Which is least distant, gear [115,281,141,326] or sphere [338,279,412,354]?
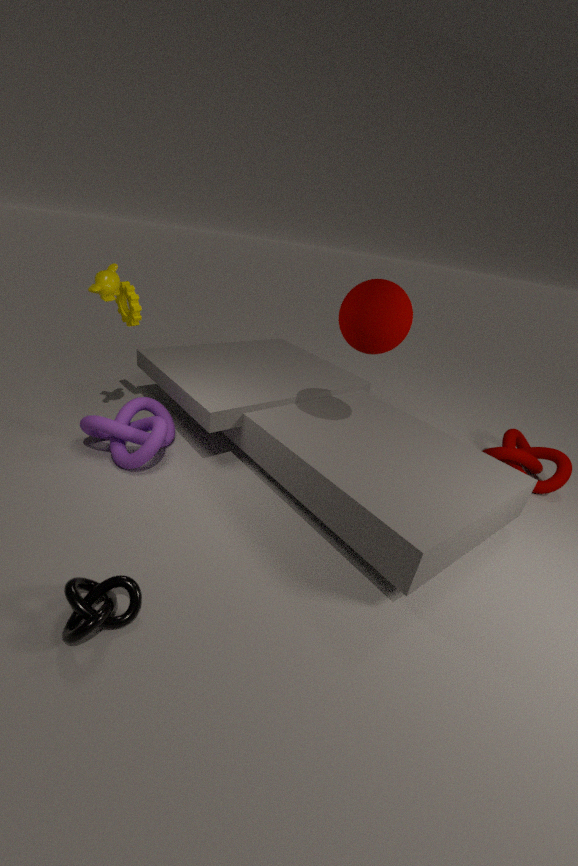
sphere [338,279,412,354]
